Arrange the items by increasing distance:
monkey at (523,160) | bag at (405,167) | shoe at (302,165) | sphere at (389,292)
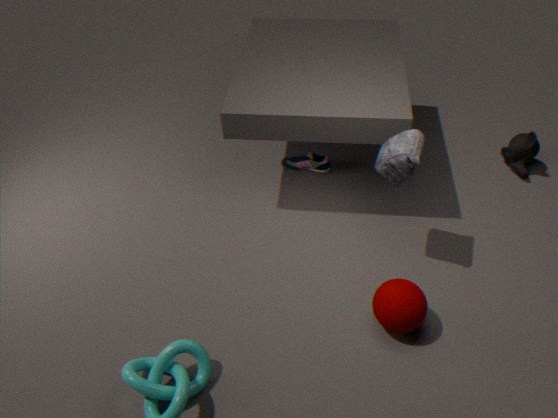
sphere at (389,292)
bag at (405,167)
monkey at (523,160)
shoe at (302,165)
